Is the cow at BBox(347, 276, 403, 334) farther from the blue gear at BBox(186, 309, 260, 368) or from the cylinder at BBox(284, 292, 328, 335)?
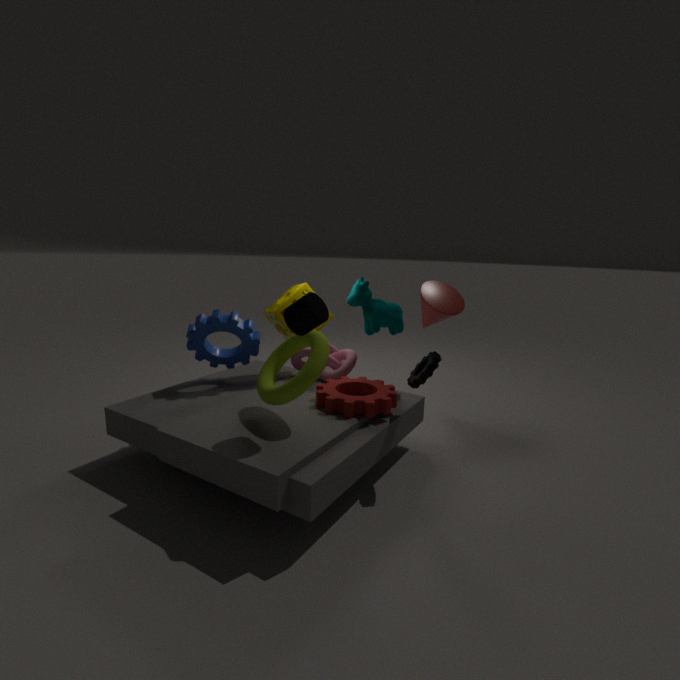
the cylinder at BBox(284, 292, 328, 335)
